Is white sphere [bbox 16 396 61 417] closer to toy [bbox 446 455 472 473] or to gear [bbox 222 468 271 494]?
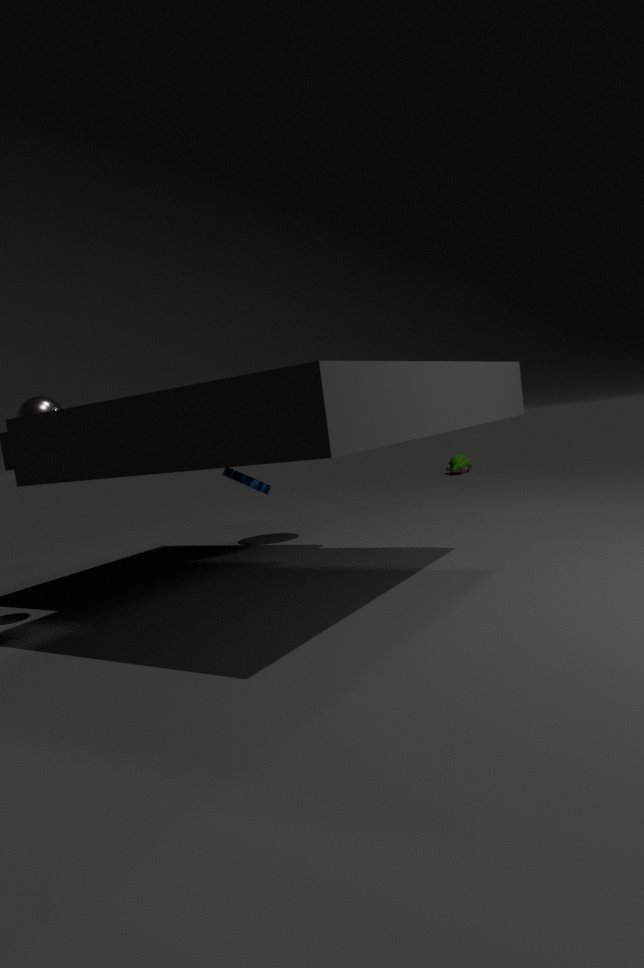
gear [bbox 222 468 271 494]
